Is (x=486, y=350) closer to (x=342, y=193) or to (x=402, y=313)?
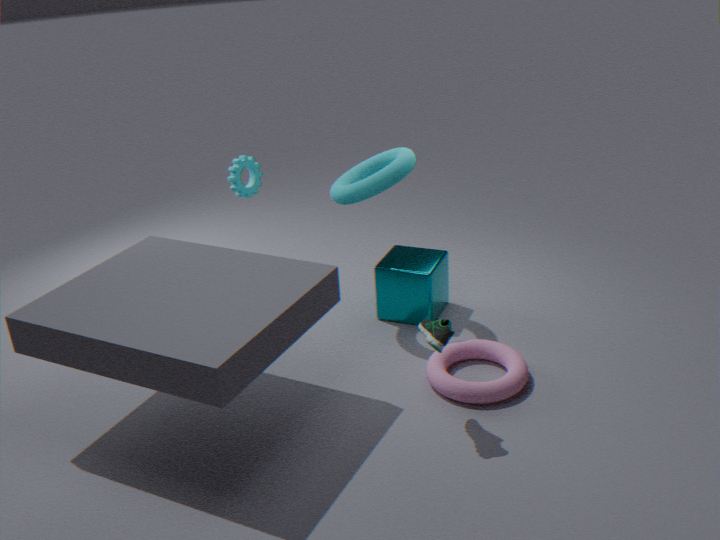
(x=402, y=313)
